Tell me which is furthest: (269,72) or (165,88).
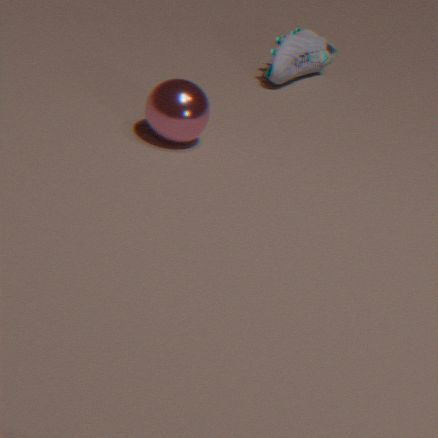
(269,72)
